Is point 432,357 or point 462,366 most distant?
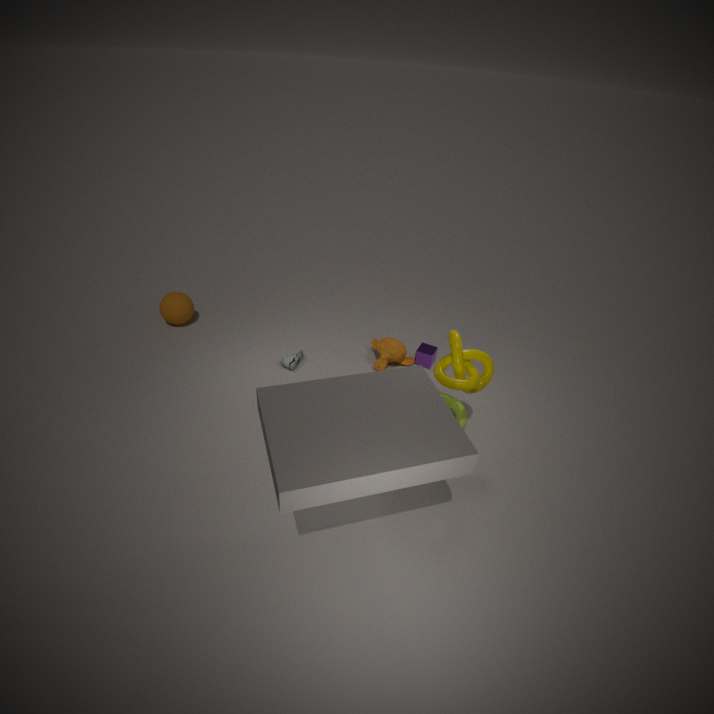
point 432,357
